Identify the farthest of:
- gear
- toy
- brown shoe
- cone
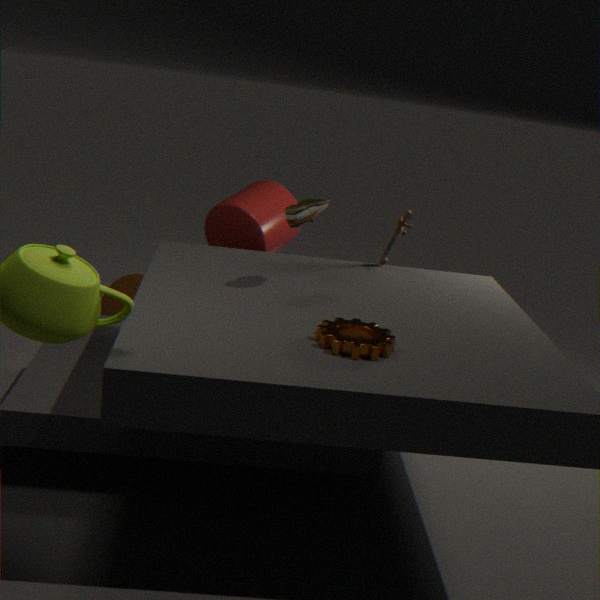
cone
